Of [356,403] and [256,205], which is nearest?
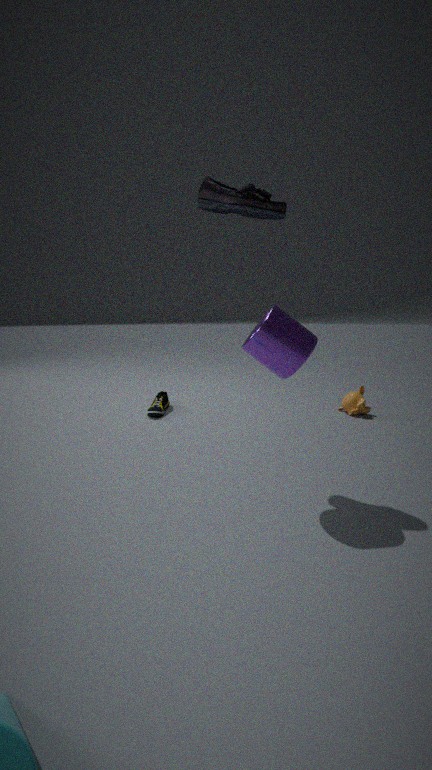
[256,205]
